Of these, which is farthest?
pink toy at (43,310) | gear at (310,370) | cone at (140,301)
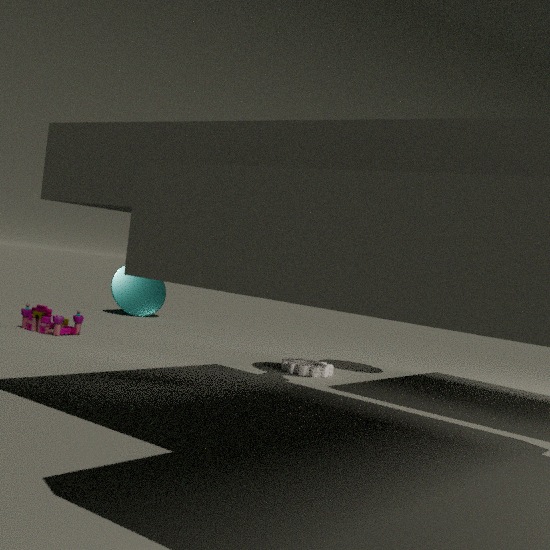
cone at (140,301)
